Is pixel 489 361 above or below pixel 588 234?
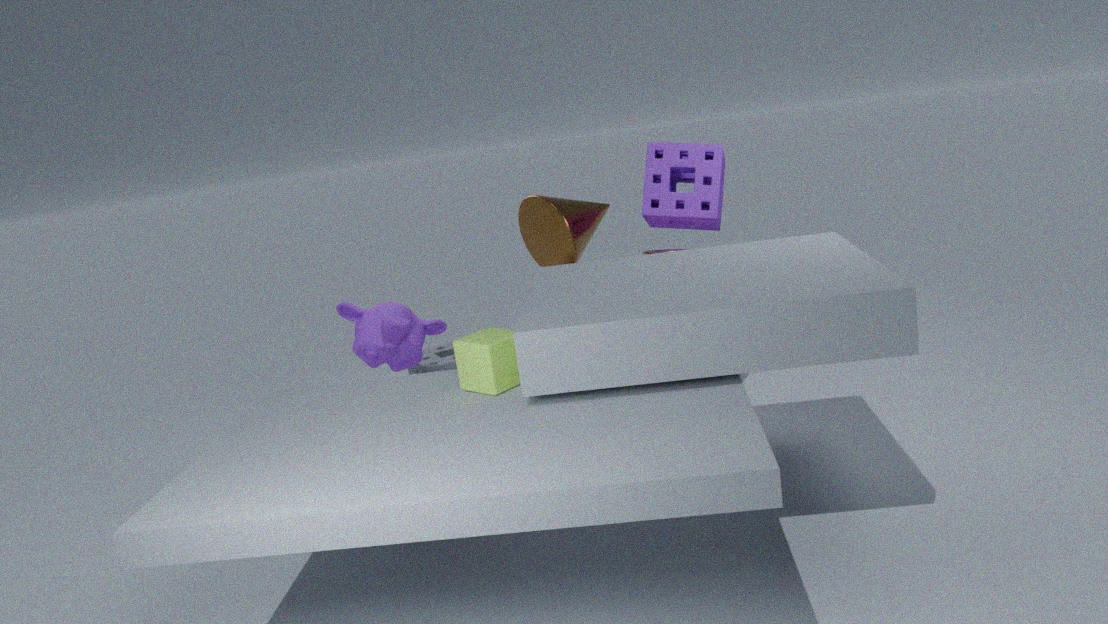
below
